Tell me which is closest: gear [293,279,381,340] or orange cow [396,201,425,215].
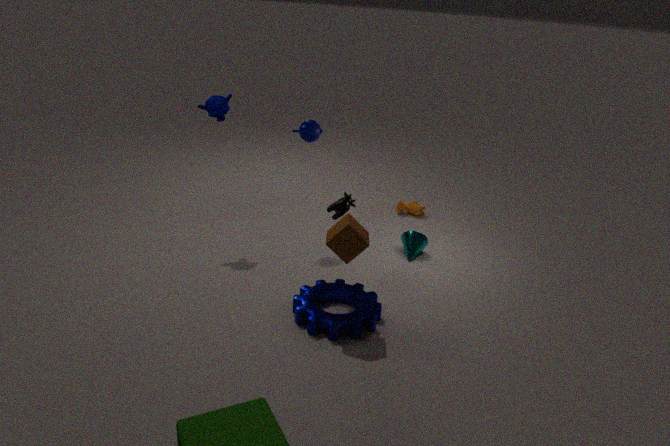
gear [293,279,381,340]
